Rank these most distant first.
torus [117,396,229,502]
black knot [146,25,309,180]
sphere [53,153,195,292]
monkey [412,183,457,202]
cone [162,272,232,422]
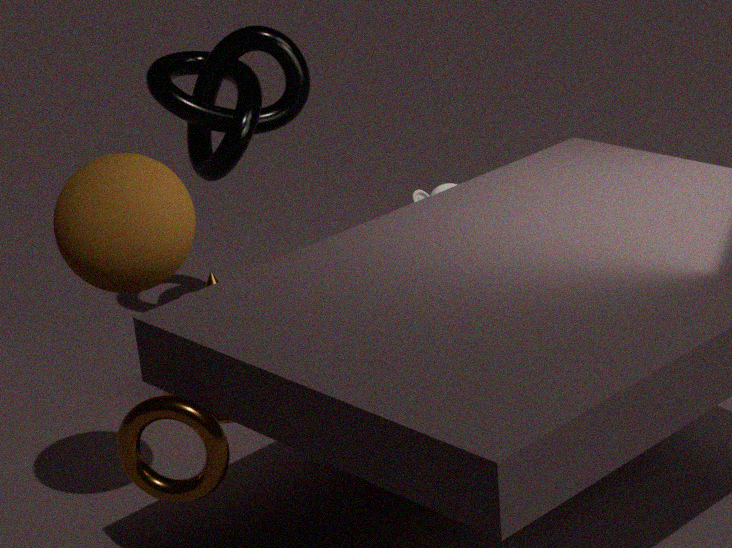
black knot [146,25,309,180], cone [162,272,232,422], monkey [412,183,457,202], sphere [53,153,195,292], torus [117,396,229,502]
